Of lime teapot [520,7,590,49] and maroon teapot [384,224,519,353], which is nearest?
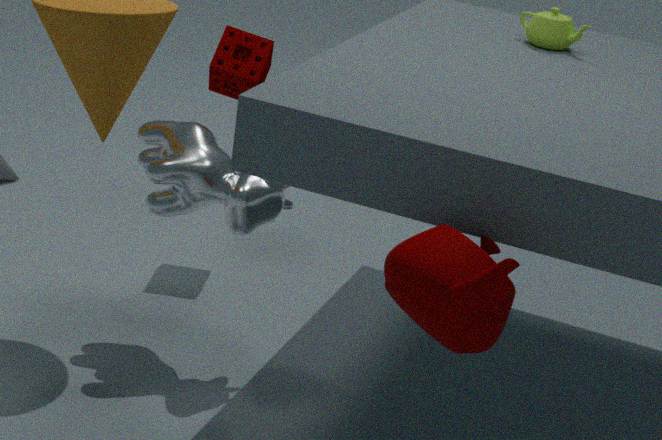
maroon teapot [384,224,519,353]
